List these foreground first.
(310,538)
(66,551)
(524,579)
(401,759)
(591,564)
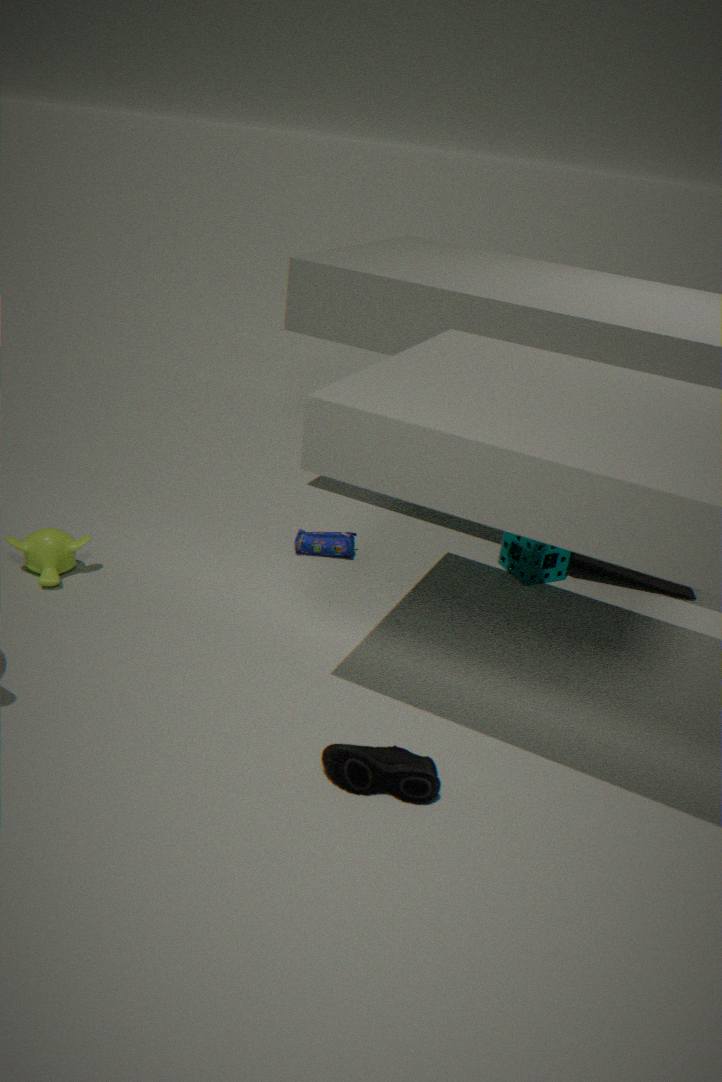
(401,759) → (66,551) → (310,538) → (524,579) → (591,564)
